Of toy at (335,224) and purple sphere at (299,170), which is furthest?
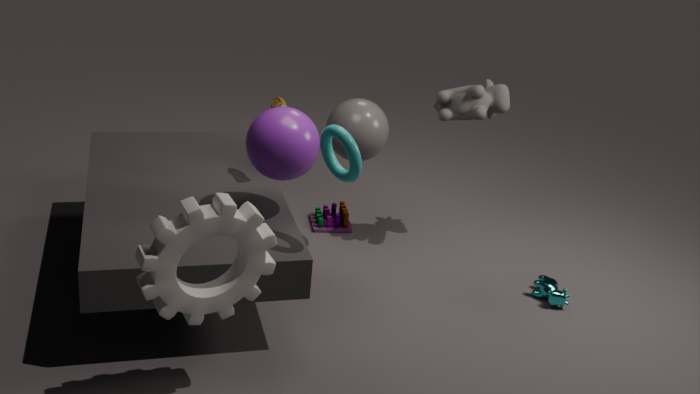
toy at (335,224)
